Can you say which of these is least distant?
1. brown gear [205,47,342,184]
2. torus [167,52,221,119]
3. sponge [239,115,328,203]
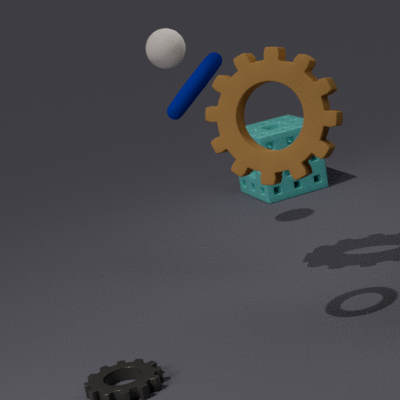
torus [167,52,221,119]
